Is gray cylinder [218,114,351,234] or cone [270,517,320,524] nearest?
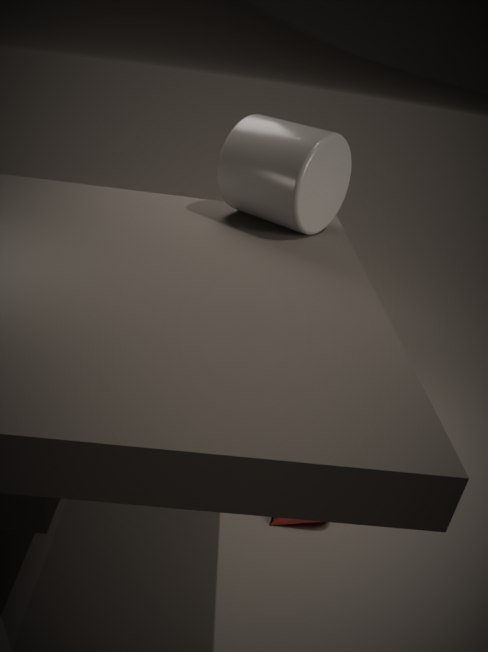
gray cylinder [218,114,351,234]
